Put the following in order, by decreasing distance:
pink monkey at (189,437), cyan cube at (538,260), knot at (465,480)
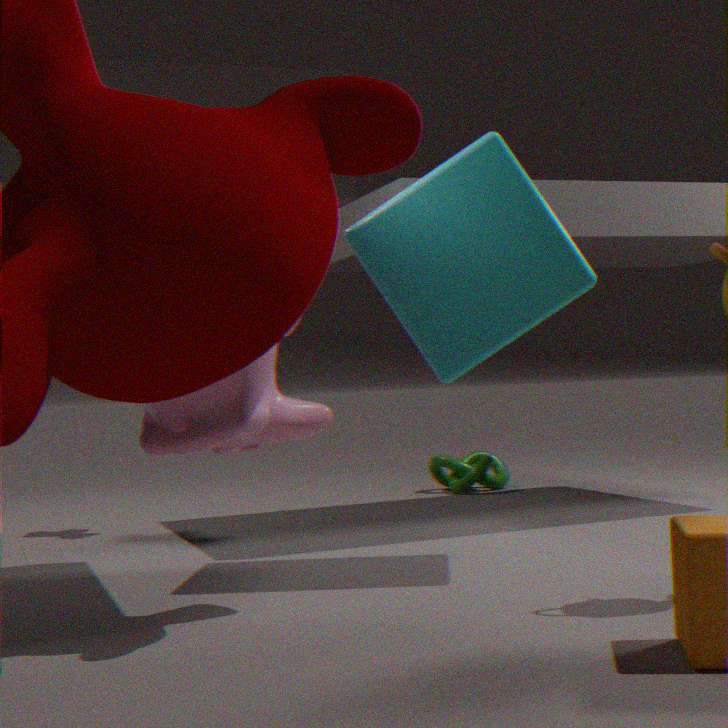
1. knot at (465,480)
2. cyan cube at (538,260)
3. pink monkey at (189,437)
